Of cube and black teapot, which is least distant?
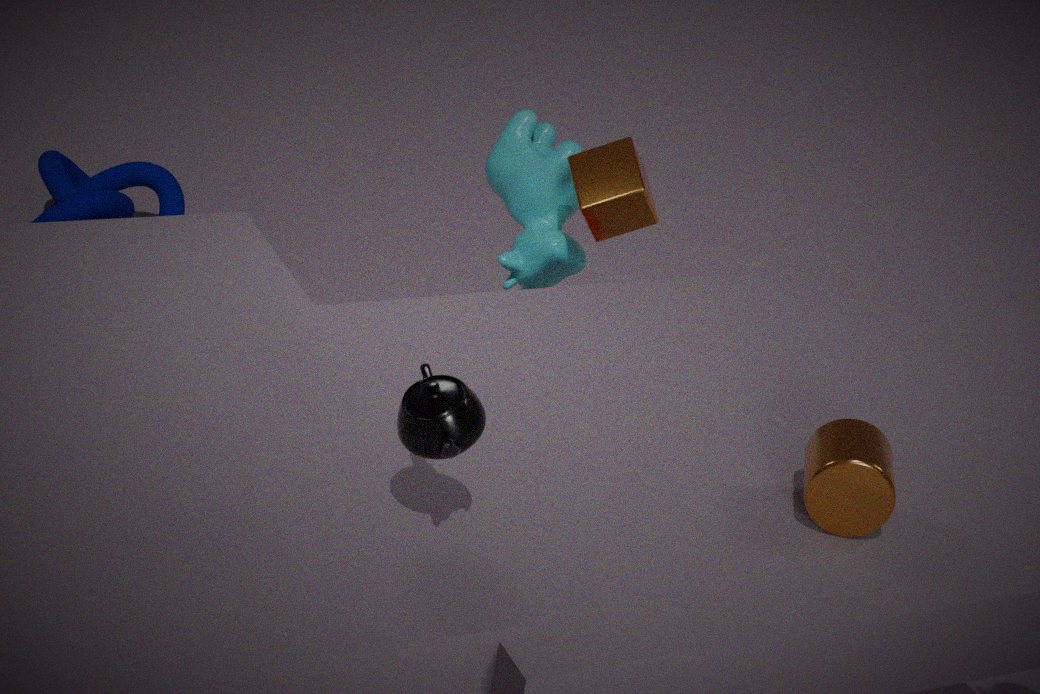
black teapot
